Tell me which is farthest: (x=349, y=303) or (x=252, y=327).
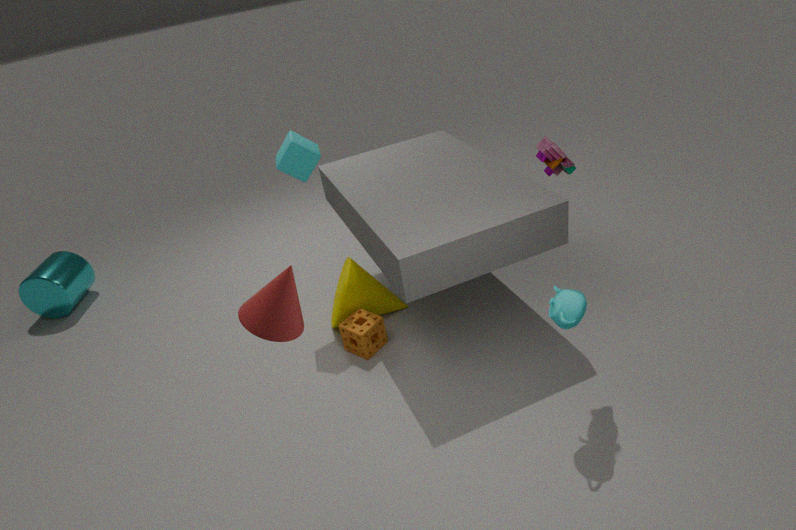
(x=349, y=303)
